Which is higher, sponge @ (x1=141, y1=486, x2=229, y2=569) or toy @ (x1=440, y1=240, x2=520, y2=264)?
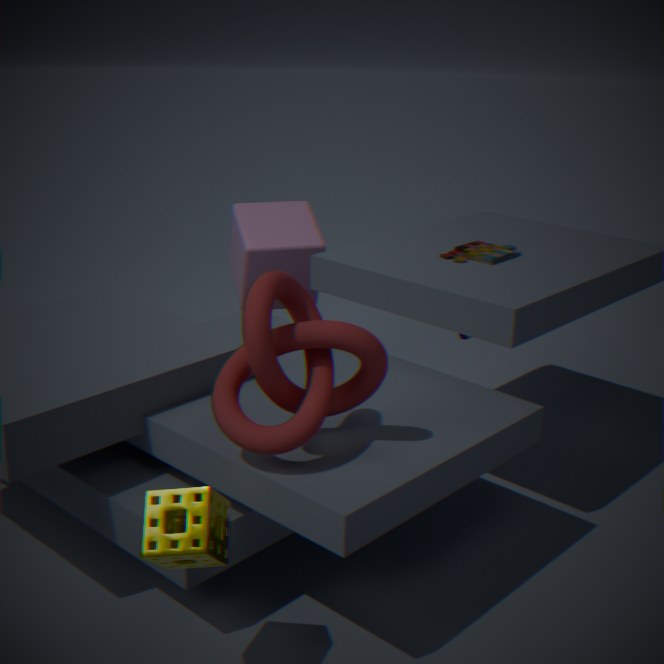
toy @ (x1=440, y1=240, x2=520, y2=264)
